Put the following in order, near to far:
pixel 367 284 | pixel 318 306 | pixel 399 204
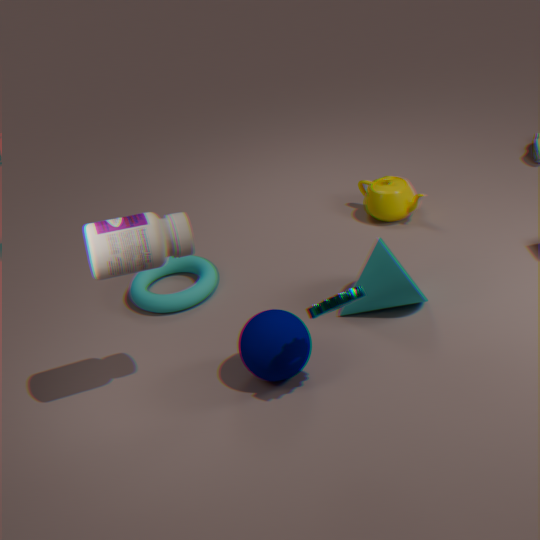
pixel 318 306, pixel 367 284, pixel 399 204
